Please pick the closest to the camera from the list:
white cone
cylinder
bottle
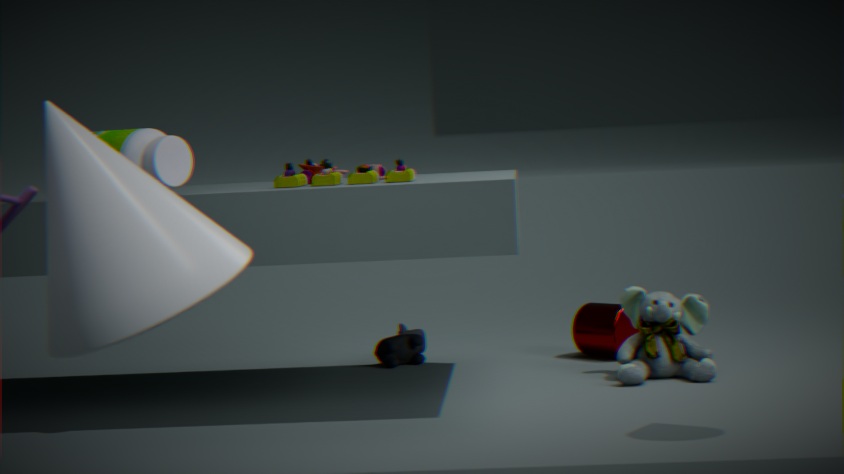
white cone
